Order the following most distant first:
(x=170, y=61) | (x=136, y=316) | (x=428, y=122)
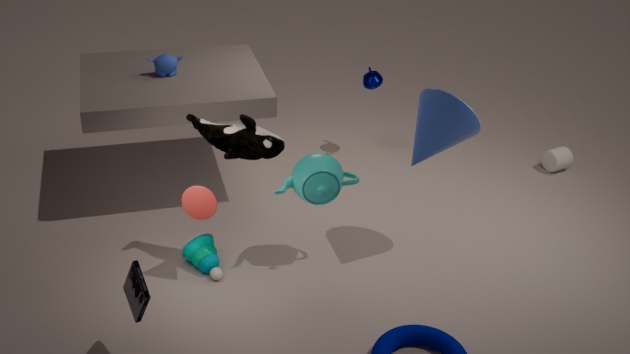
(x=170, y=61) → (x=428, y=122) → (x=136, y=316)
